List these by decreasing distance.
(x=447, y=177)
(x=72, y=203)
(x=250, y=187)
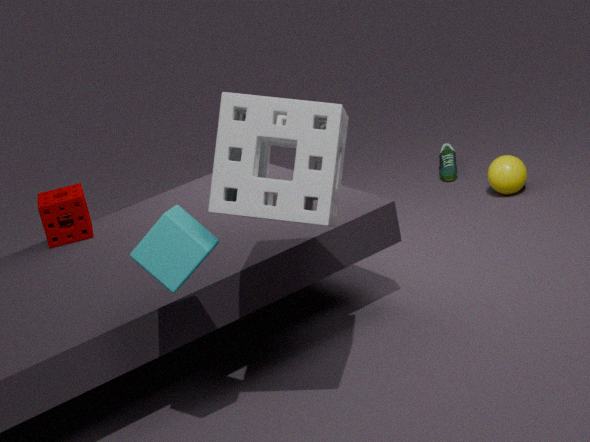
1. (x=447, y=177)
2. (x=72, y=203)
3. (x=250, y=187)
